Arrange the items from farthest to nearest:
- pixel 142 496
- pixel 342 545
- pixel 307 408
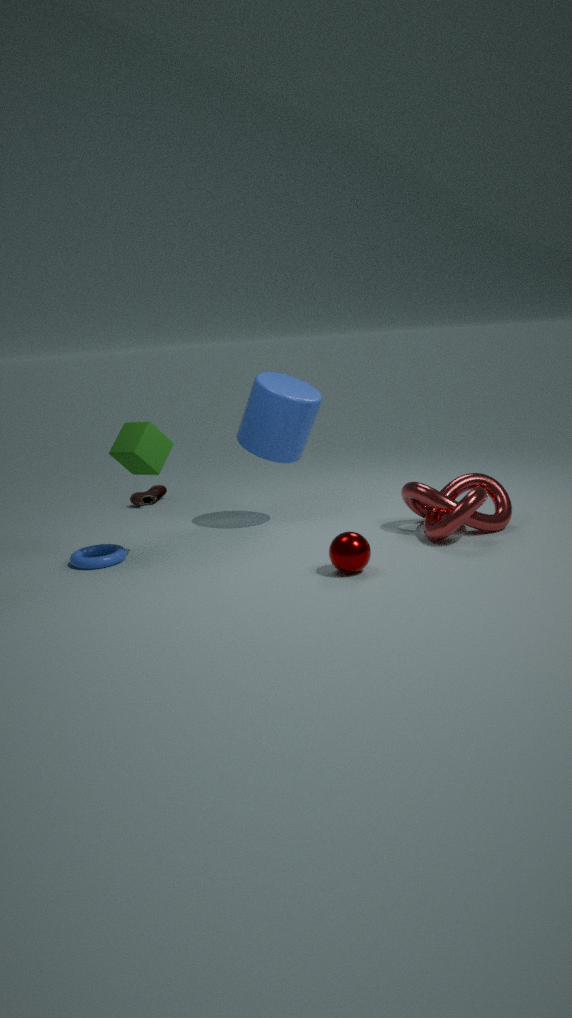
1. pixel 142 496
2. pixel 307 408
3. pixel 342 545
